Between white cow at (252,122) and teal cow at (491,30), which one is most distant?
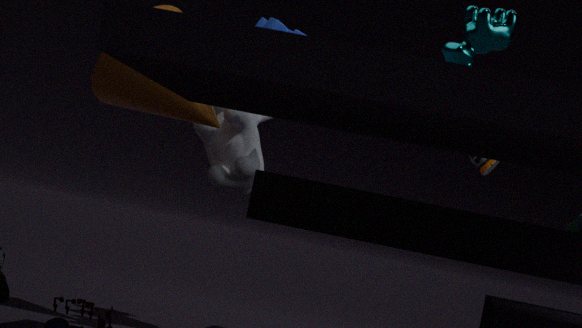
white cow at (252,122)
